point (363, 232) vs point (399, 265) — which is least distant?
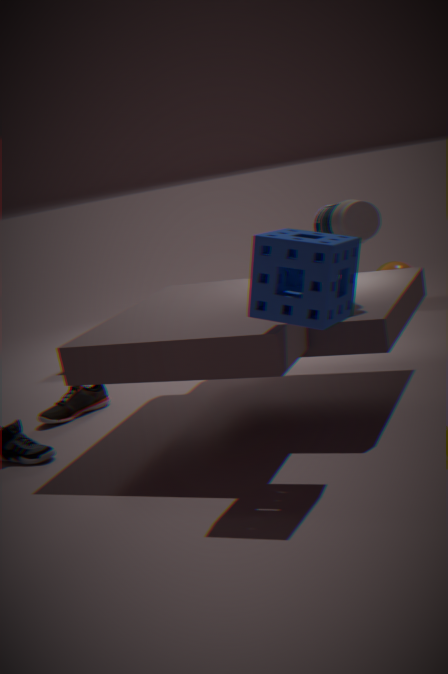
point (363, 232)
